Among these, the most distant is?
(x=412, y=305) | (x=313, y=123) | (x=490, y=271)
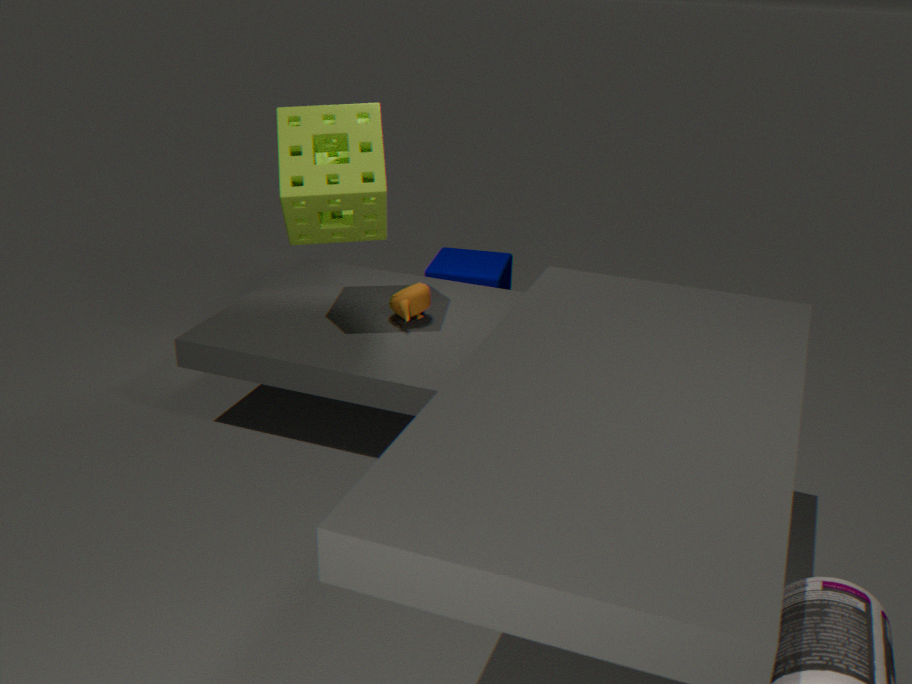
(x=490, y=271)
